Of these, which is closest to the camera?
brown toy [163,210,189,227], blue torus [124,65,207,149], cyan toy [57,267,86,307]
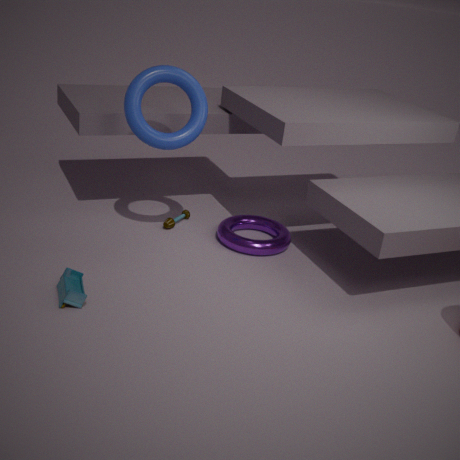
cyan toy [57,267,86,307]
